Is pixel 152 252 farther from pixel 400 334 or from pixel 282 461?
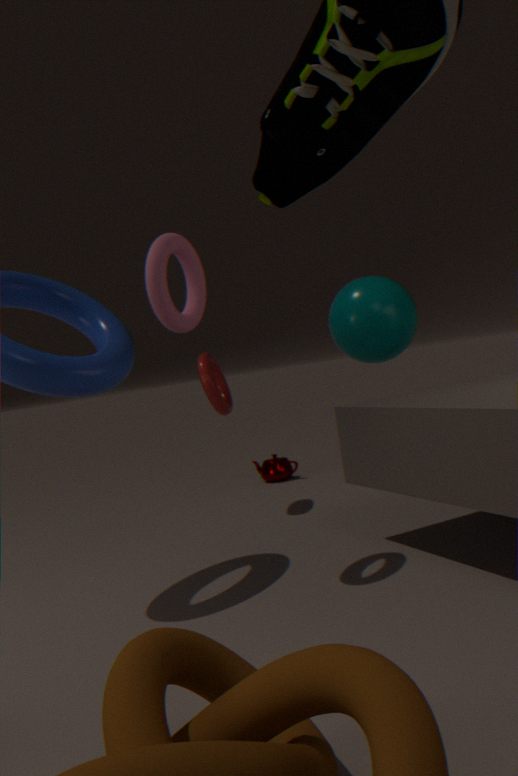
pixel 282 461
